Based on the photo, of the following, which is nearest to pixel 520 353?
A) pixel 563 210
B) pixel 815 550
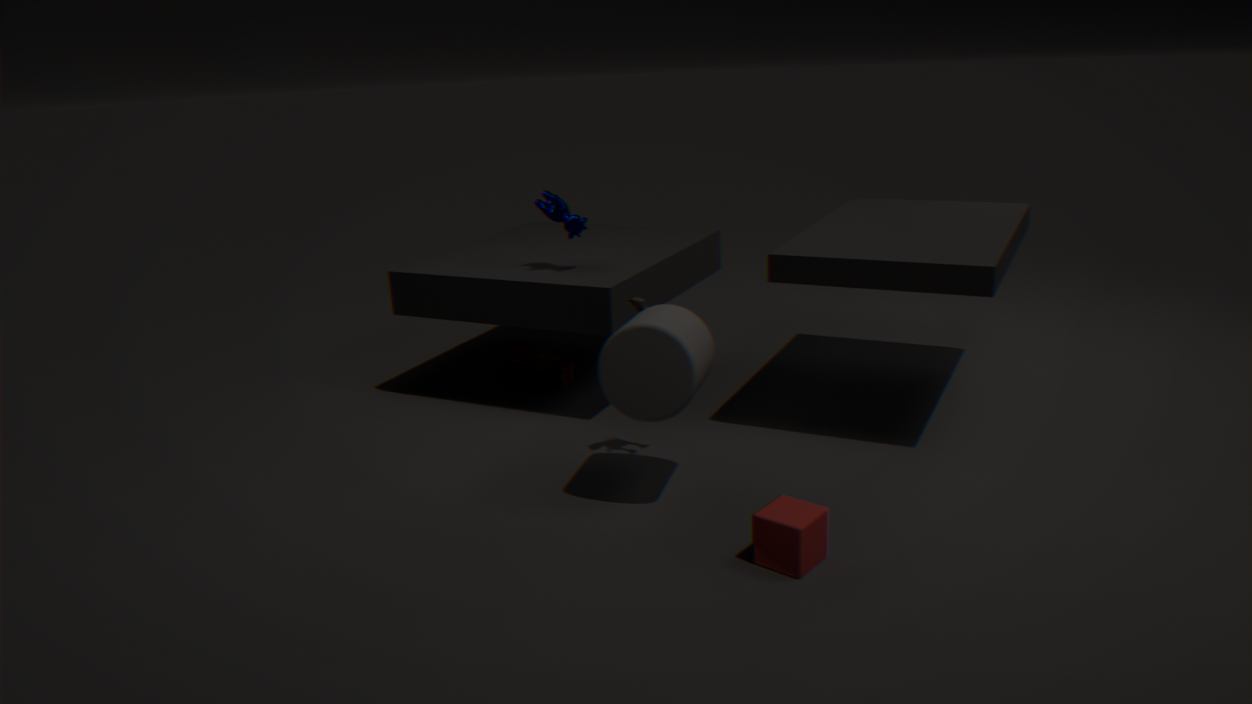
pixel 563 210
